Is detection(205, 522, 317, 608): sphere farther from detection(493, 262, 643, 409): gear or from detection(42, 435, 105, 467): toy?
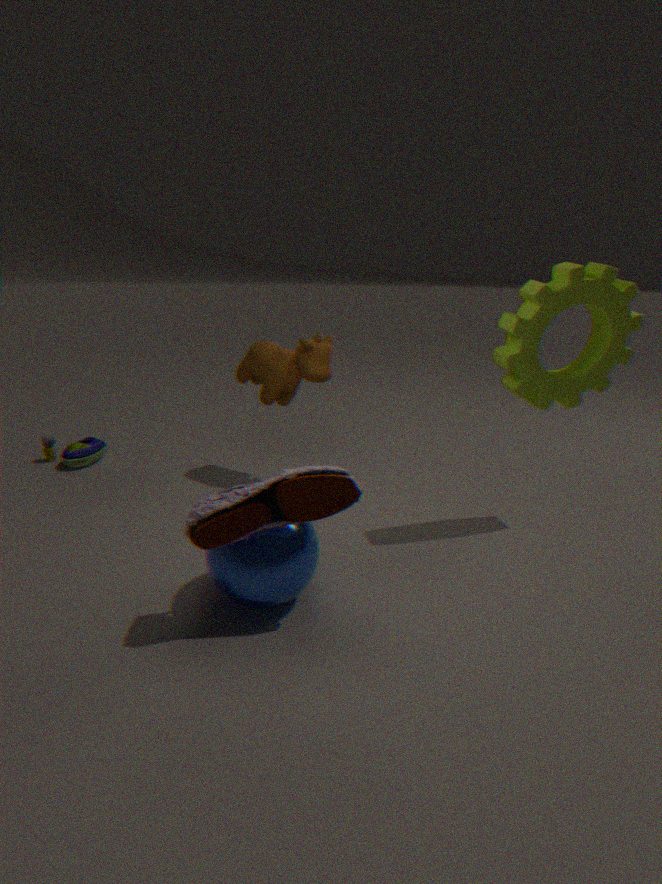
detection(42, 435, 105, 467): toy
